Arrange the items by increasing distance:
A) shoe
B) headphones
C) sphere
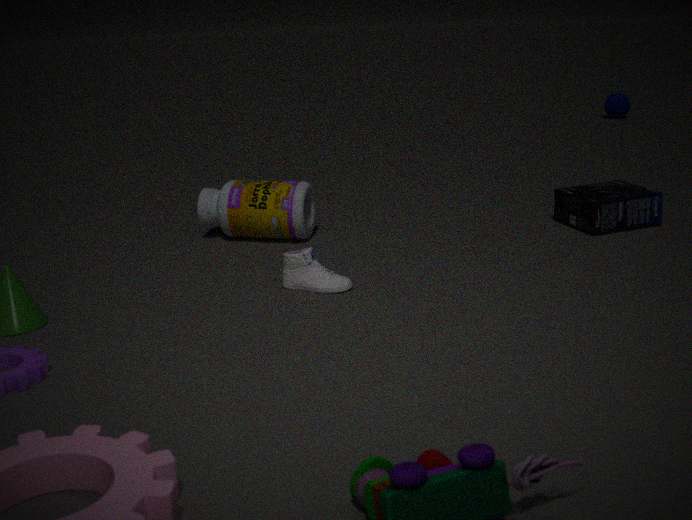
shoe
headphones
sphere
